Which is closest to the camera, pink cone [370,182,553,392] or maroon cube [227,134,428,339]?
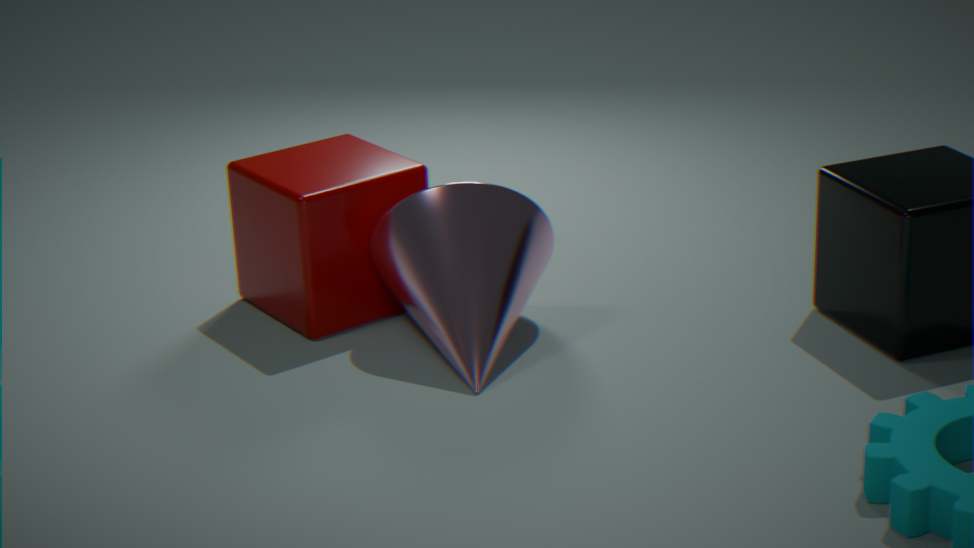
pink cone [370,182,553,392]
